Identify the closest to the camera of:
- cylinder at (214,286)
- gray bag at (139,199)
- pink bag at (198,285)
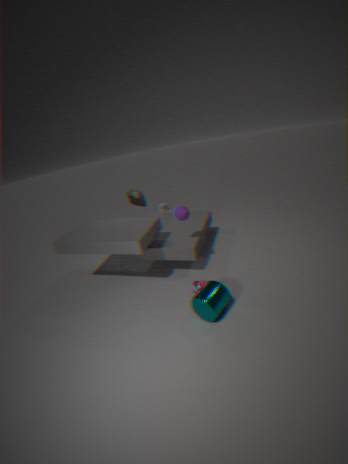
cylinder at (214,286)
